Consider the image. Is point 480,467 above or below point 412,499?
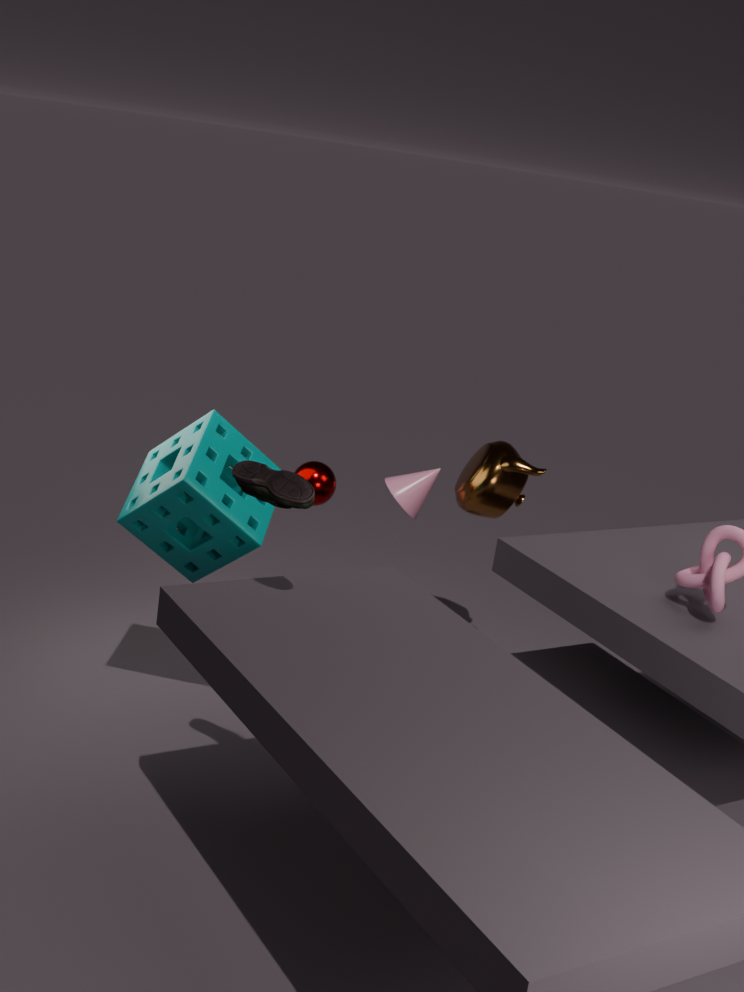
above
